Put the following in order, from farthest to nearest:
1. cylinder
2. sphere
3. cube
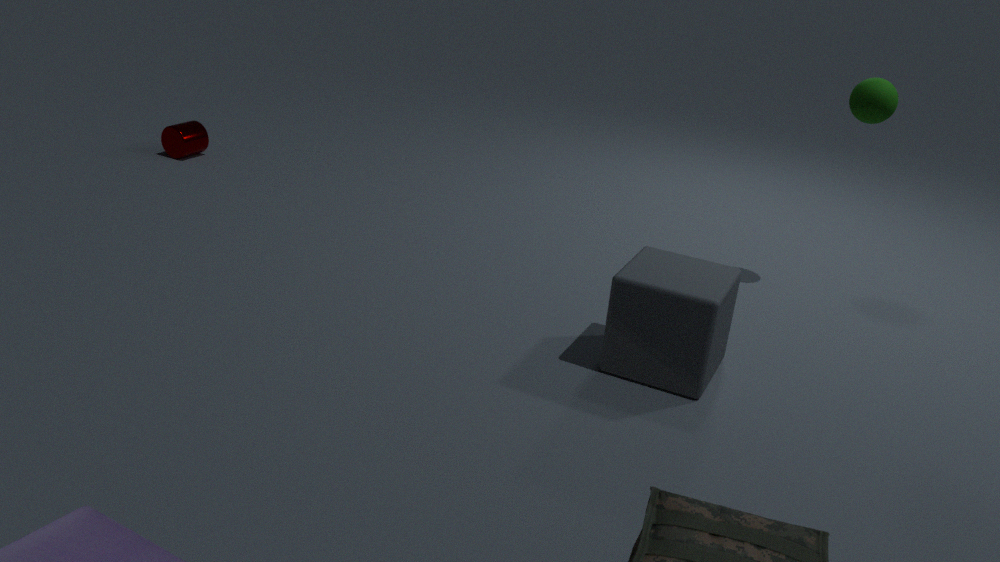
cylinder → sphere → cube
